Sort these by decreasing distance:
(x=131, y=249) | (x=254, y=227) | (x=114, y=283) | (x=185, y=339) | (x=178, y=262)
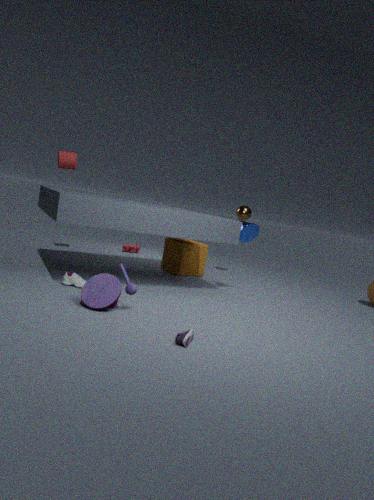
1. (x=131, y=249)
2. (x=178, y=262)
3. (x=254, y=227)
4. (x=114, y=283)
5. (x=185, y=339)
